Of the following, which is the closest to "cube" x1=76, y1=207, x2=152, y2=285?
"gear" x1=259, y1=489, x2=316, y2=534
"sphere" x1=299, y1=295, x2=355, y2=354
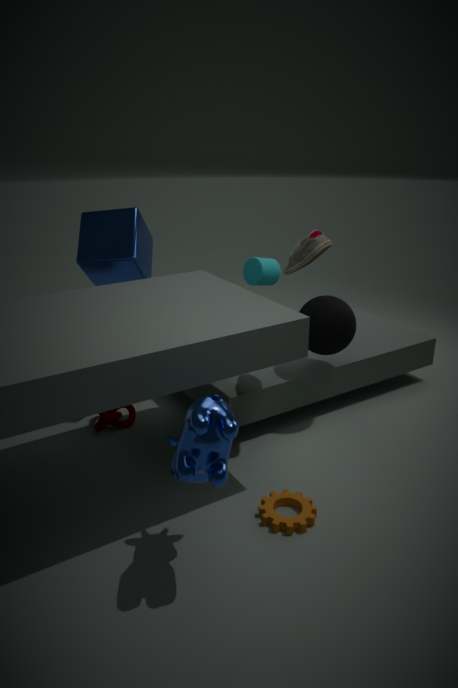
"sphere" x1=299, y1=295, x2=355, y2=354
